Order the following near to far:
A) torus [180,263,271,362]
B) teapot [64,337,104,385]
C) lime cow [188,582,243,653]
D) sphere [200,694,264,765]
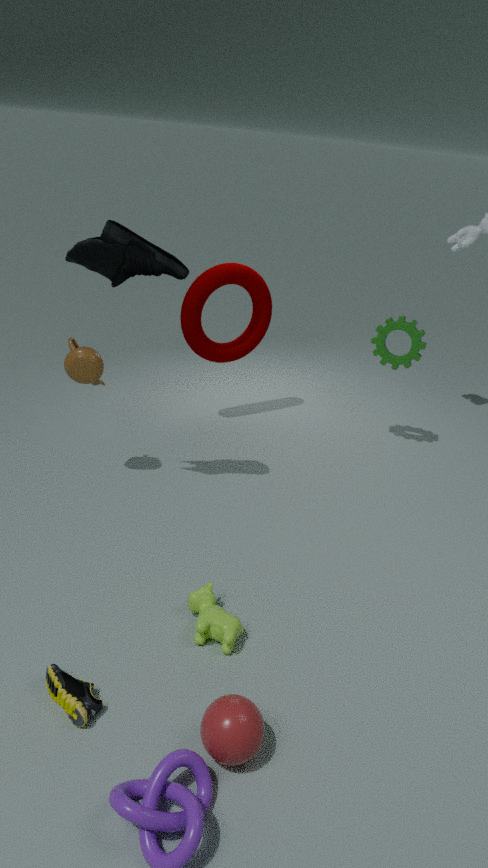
1. sphere [200,694,264,765]
2. lime cow [188,582,243,653]
3. teapot [64,337,104,385]
4. torus [180,263,271,362]
